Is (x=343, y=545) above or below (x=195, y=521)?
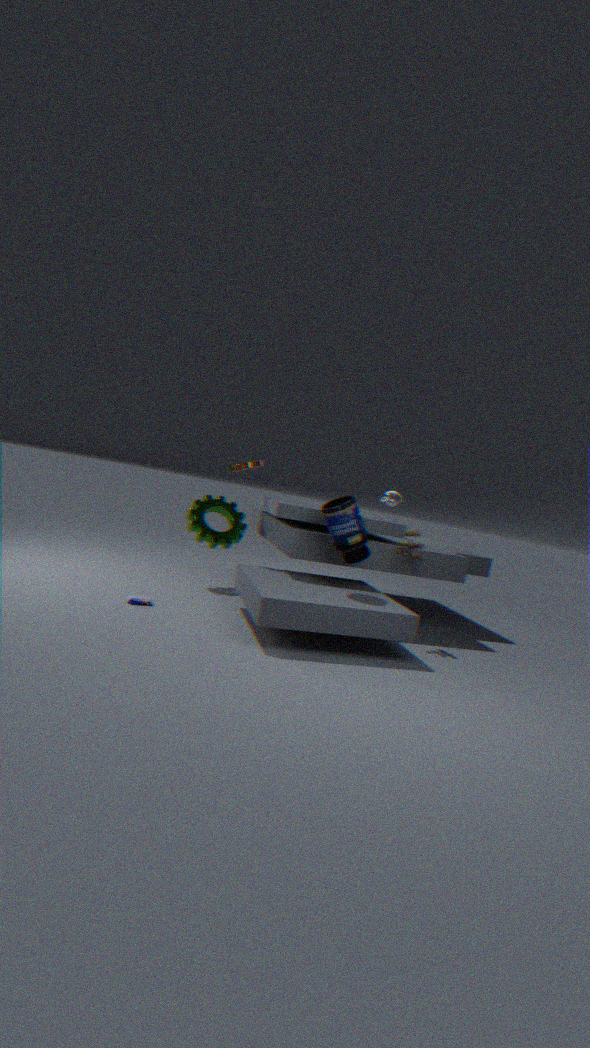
above
